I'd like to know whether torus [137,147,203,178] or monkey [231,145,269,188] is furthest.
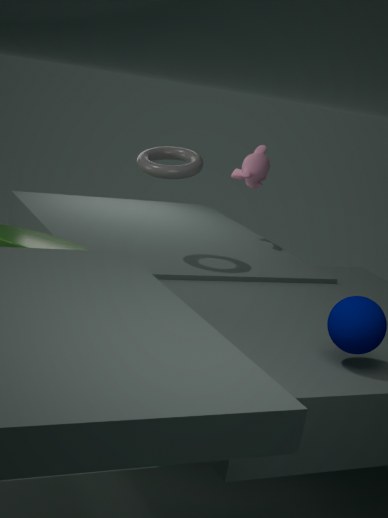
monkey [231,145,269,188]
